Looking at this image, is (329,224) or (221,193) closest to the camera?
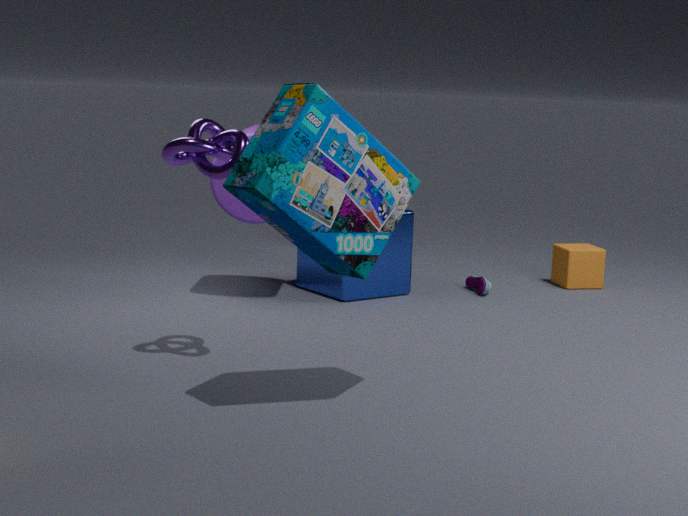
(329,224)
